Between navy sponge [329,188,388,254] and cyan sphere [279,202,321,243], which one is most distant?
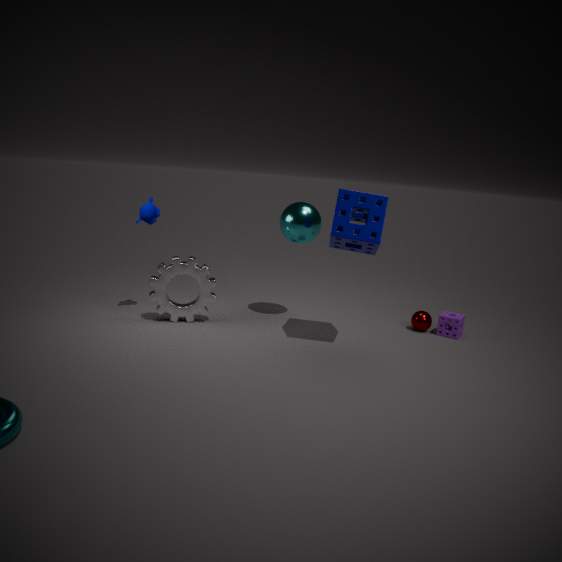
cyan sphere [279,202,321,243]
